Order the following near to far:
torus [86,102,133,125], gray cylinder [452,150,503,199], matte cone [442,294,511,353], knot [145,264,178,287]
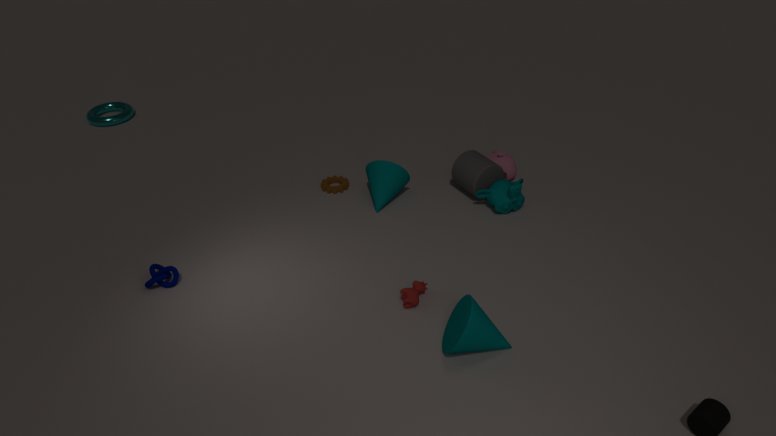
matte cone [442,294,511,353] < knot [145,264,178,287] < gray cylinder [452,150,503,199] < torus [86,102,133,125]
